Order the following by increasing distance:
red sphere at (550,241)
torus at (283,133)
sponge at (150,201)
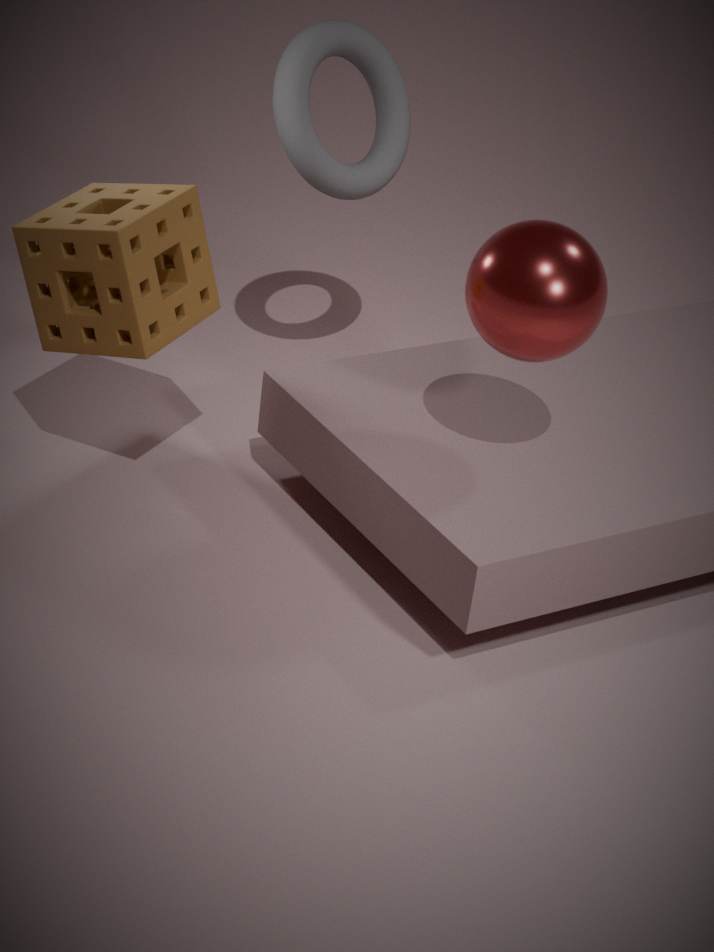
red sphere at (550,241), sponge at (150,201), torus at (283,133)
